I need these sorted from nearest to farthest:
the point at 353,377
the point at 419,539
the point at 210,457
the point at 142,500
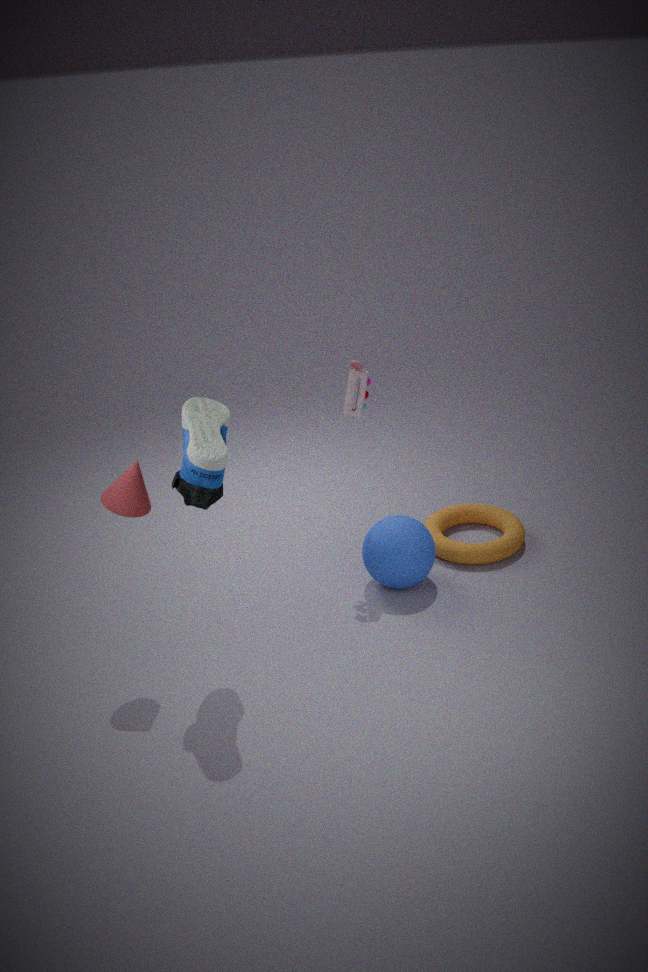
the point at 210,457
the point at 142,500
the point at 353,377
the point at 419,539
